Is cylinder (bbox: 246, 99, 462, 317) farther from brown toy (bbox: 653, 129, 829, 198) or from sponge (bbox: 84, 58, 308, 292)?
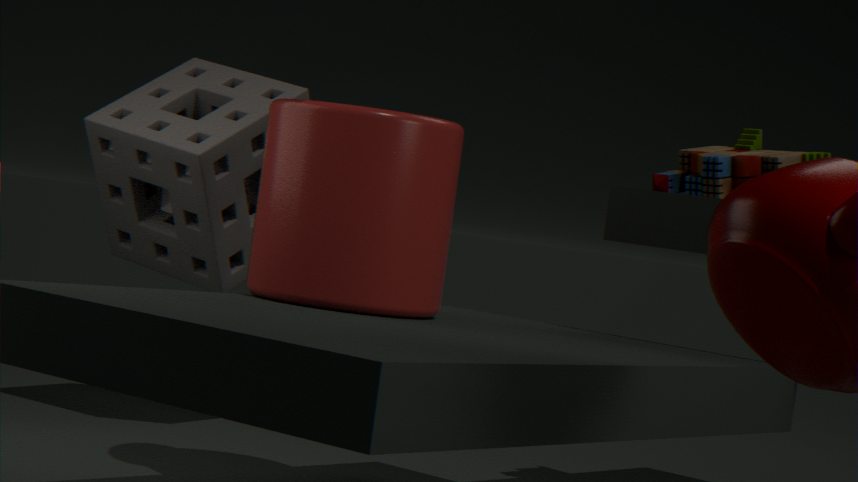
brown toy (bbox: 653, 129, 829, 198)
